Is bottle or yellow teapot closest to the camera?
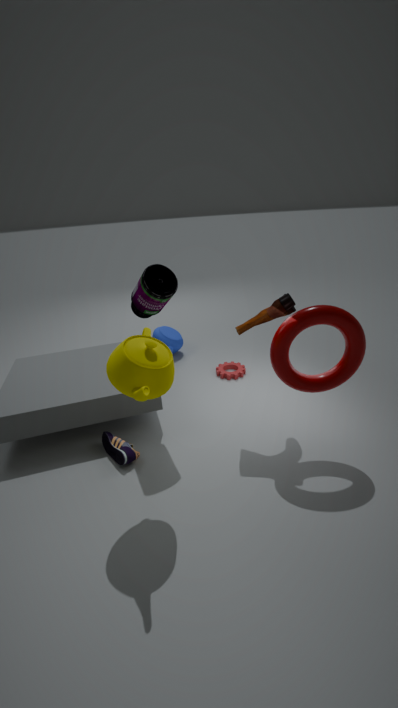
yellow teapot
